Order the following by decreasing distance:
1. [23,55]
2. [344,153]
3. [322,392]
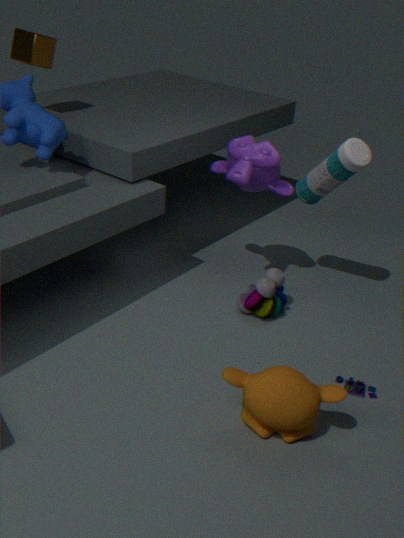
[23,55]
[344,153]
[322,392]
